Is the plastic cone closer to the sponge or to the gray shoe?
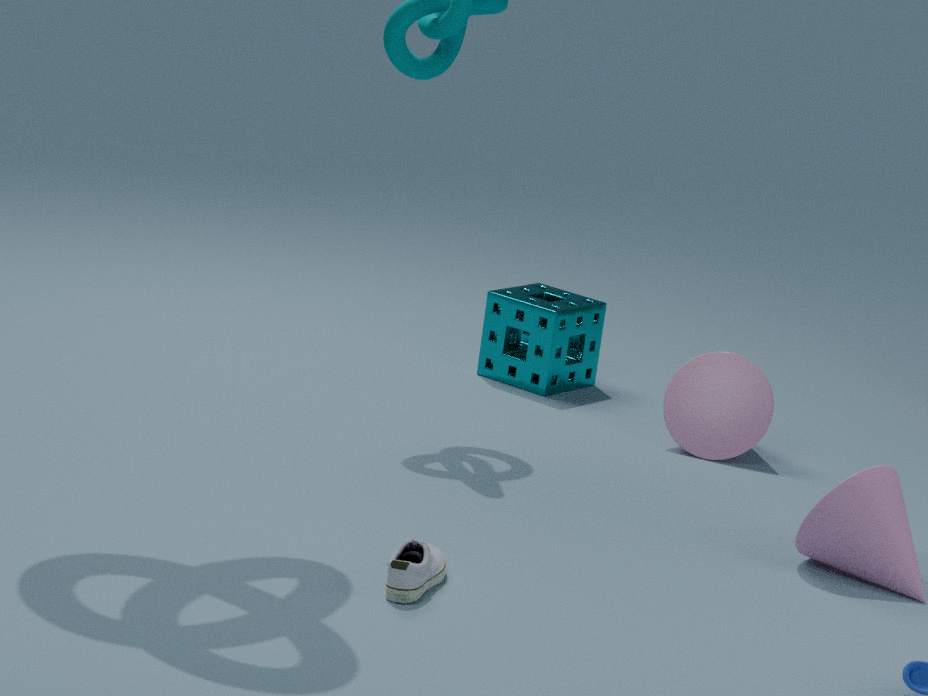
the sponge
